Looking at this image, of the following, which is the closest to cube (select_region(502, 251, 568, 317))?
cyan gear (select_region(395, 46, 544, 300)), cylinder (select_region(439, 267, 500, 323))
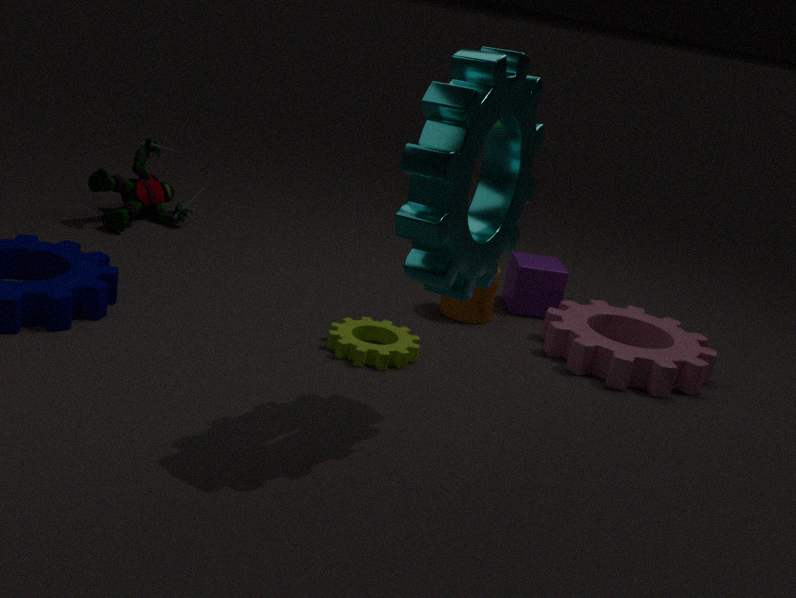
cylinder (select_region(439, 267, 500, 323))
